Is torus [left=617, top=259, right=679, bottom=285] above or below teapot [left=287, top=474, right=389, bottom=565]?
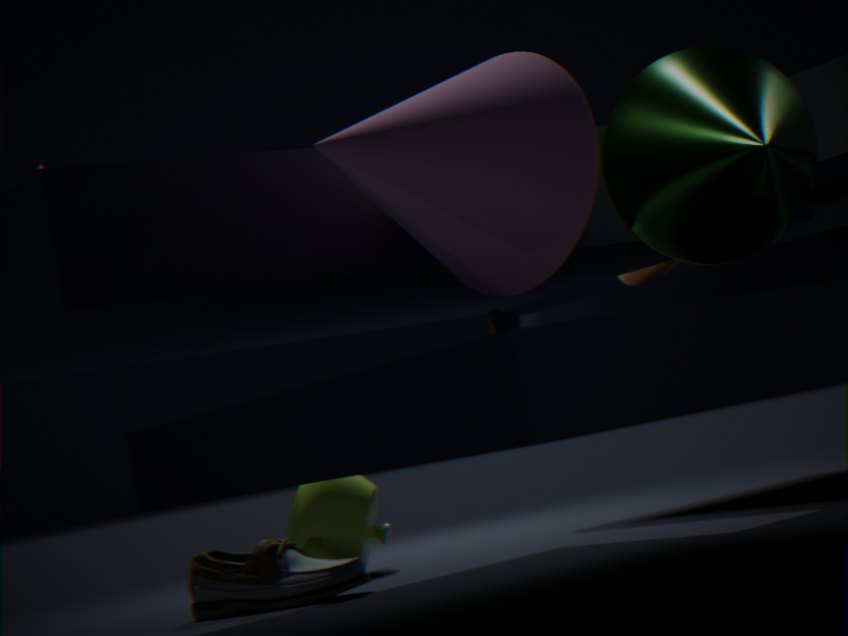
above
